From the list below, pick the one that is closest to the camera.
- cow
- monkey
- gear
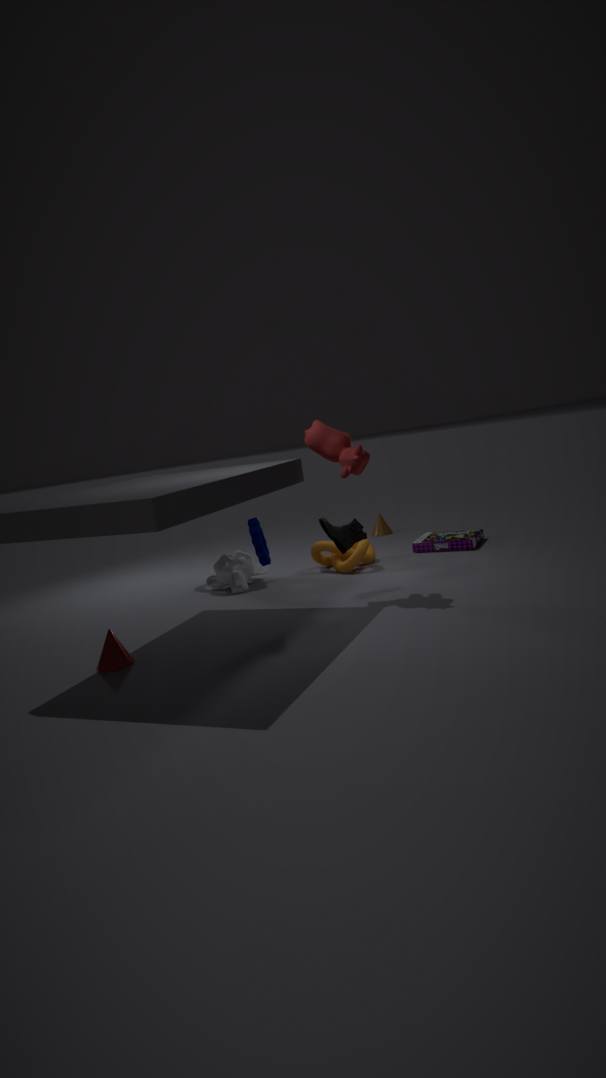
gear
